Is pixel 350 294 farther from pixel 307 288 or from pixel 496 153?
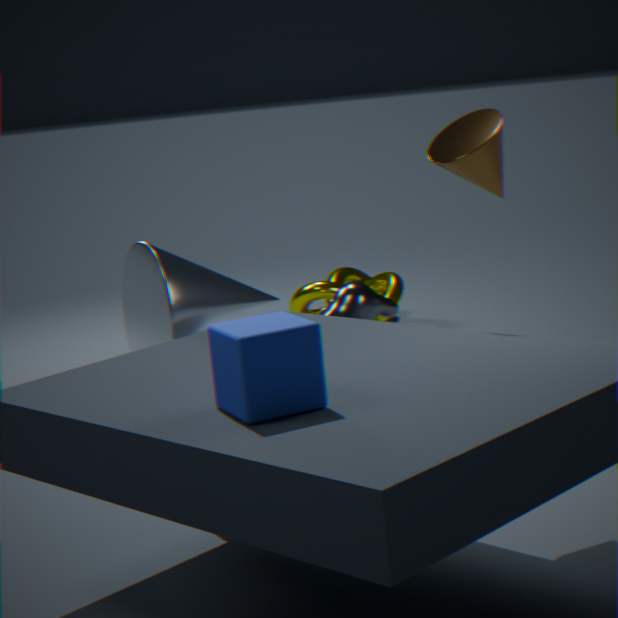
pixel 496 153
